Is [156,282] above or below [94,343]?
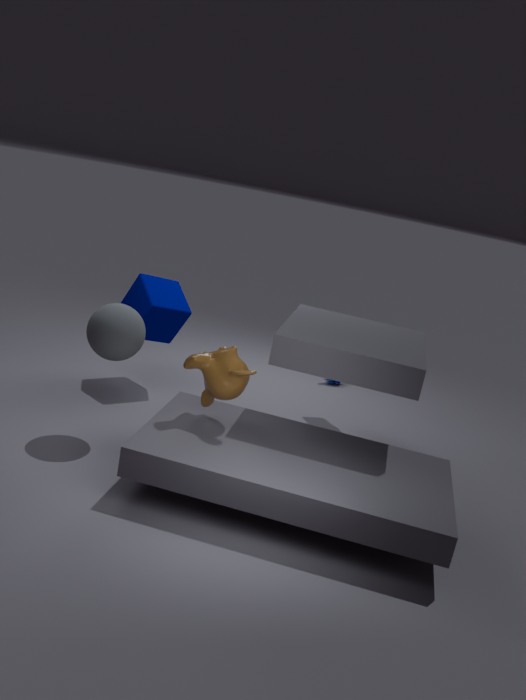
below
